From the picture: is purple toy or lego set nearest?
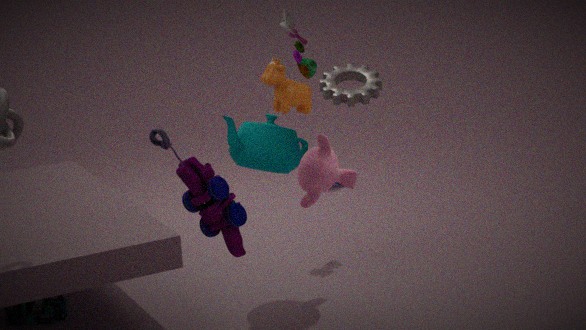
purple toy
